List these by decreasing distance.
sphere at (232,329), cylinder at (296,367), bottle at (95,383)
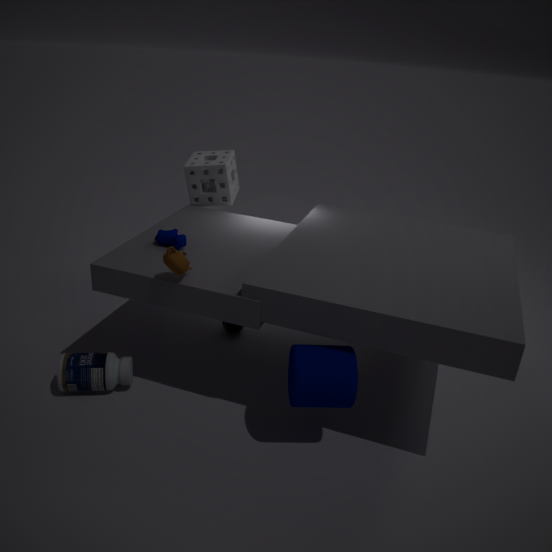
sphere at (232,329) < bottle at (95,383) < cylinder at (296,367)
